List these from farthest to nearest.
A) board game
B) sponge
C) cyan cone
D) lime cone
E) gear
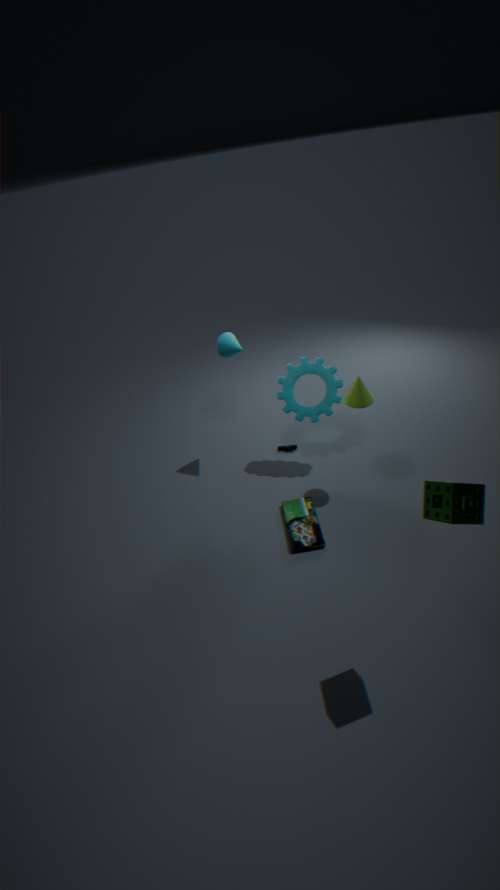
cyan cone → gear → lime cone → board game → sponge
